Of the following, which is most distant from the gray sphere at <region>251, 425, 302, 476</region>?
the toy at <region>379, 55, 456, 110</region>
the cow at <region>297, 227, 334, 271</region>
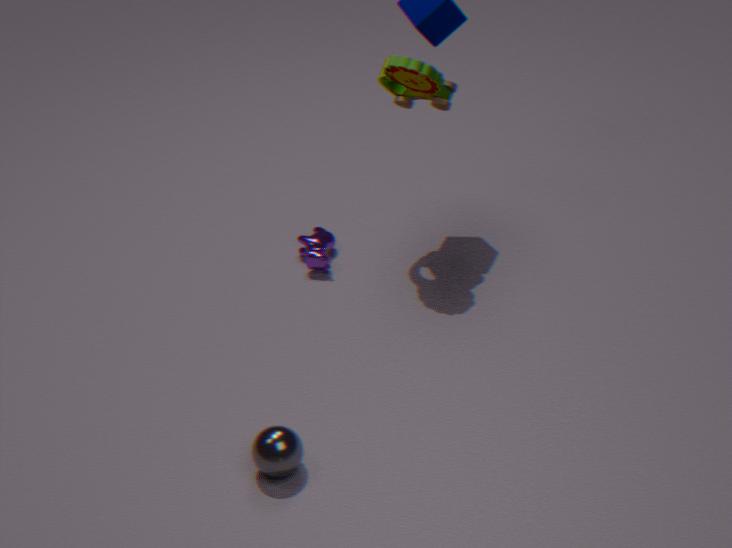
the toy at <region>379, 55, 456, 110</region>
